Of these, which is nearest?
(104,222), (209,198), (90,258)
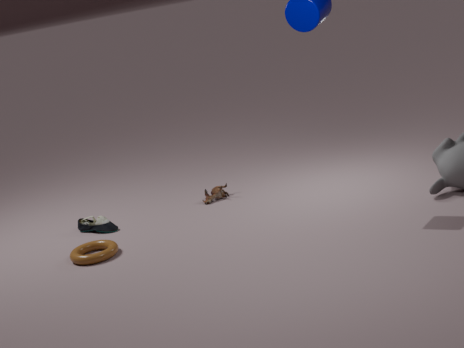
(90,258)
